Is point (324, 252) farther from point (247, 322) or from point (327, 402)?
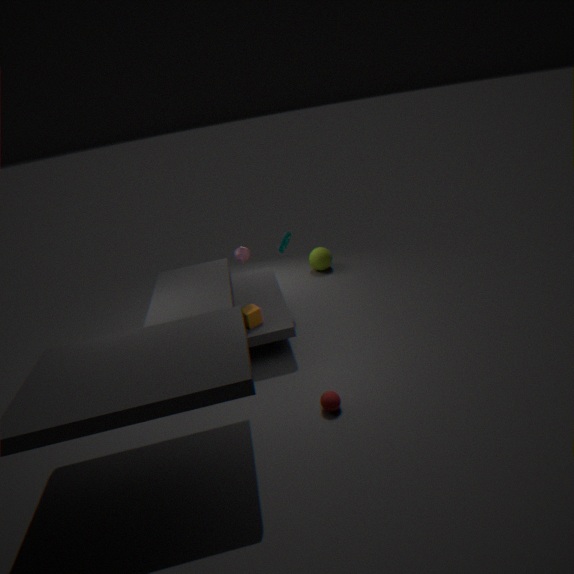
point (327, 402)
